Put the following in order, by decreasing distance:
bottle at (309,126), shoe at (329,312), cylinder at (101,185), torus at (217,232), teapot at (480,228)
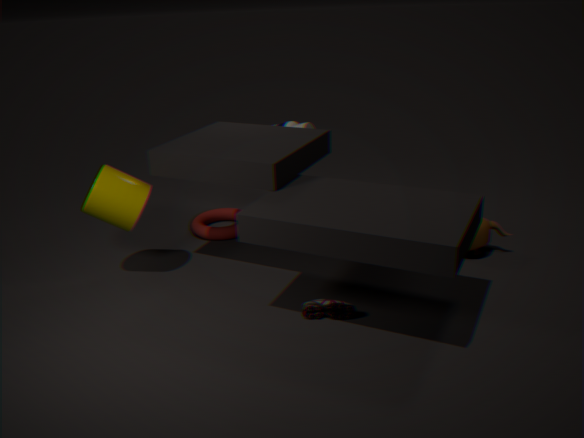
bottle at (309,126) → torus at (217,232) → teapot at (480,228) → cylinder at (101,185) → shoe at (329,312)
